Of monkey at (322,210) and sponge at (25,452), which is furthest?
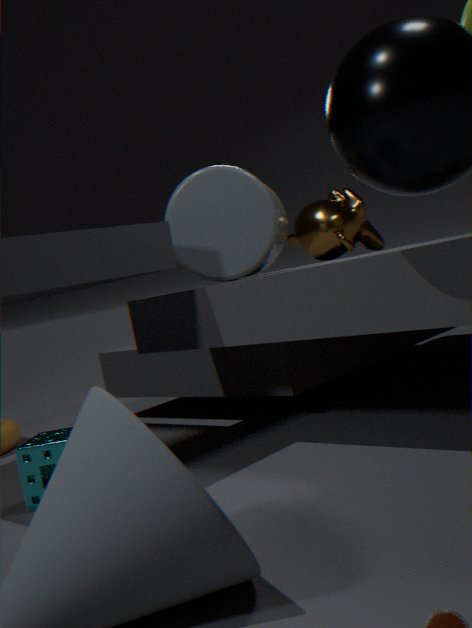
monkey at (322,210)
